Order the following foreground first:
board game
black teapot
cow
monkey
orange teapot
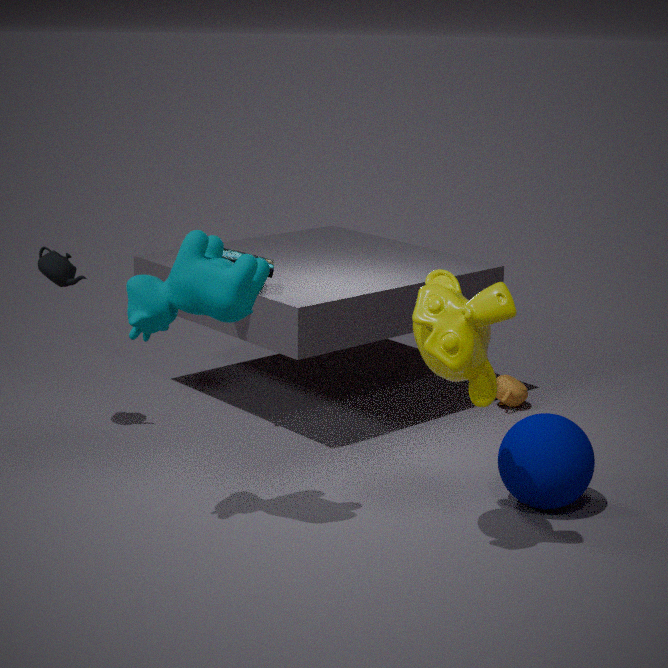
monkey
cow
board game
black teapot
orange teapot
